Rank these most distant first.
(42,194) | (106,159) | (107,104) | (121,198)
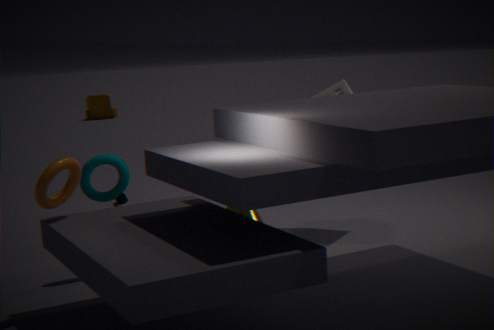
1. (107,104)
2. (121,198)
3. (106,159)
4. (42,194)
